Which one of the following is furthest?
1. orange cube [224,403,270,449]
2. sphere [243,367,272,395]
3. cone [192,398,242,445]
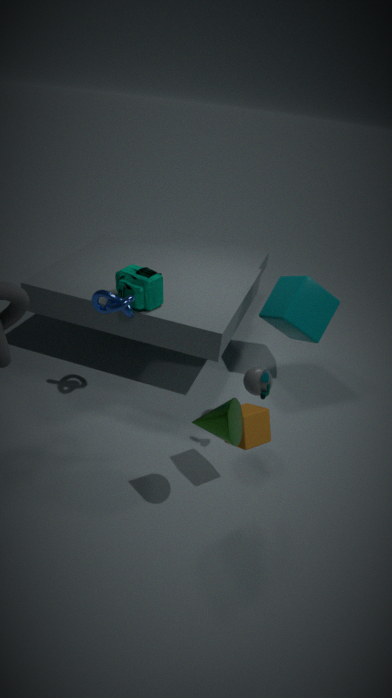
sphere [243,367,272,395]
